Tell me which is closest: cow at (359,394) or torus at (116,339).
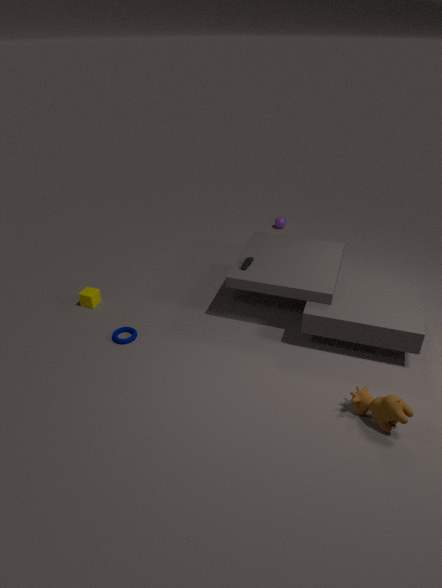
cow at (359,394)
